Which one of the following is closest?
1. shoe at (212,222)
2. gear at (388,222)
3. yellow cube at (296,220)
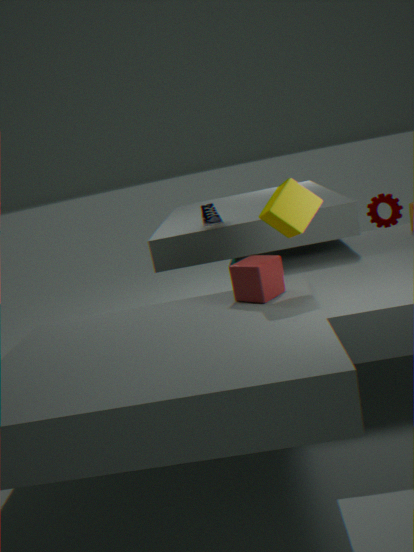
yellow cube at (296,220)
